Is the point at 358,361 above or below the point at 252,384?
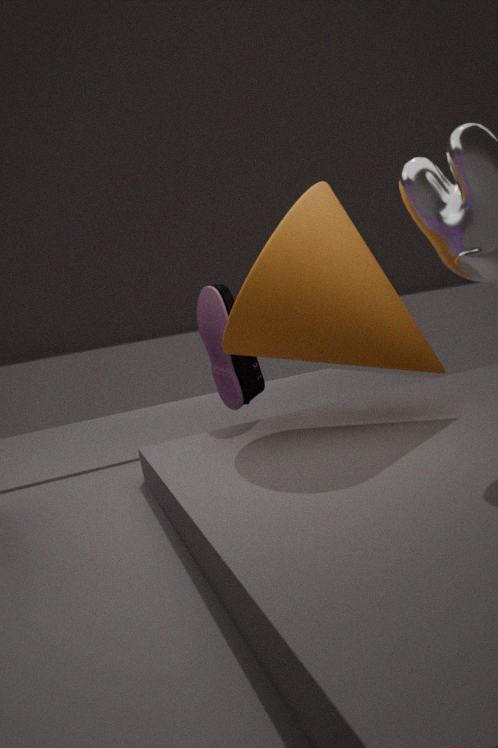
above
